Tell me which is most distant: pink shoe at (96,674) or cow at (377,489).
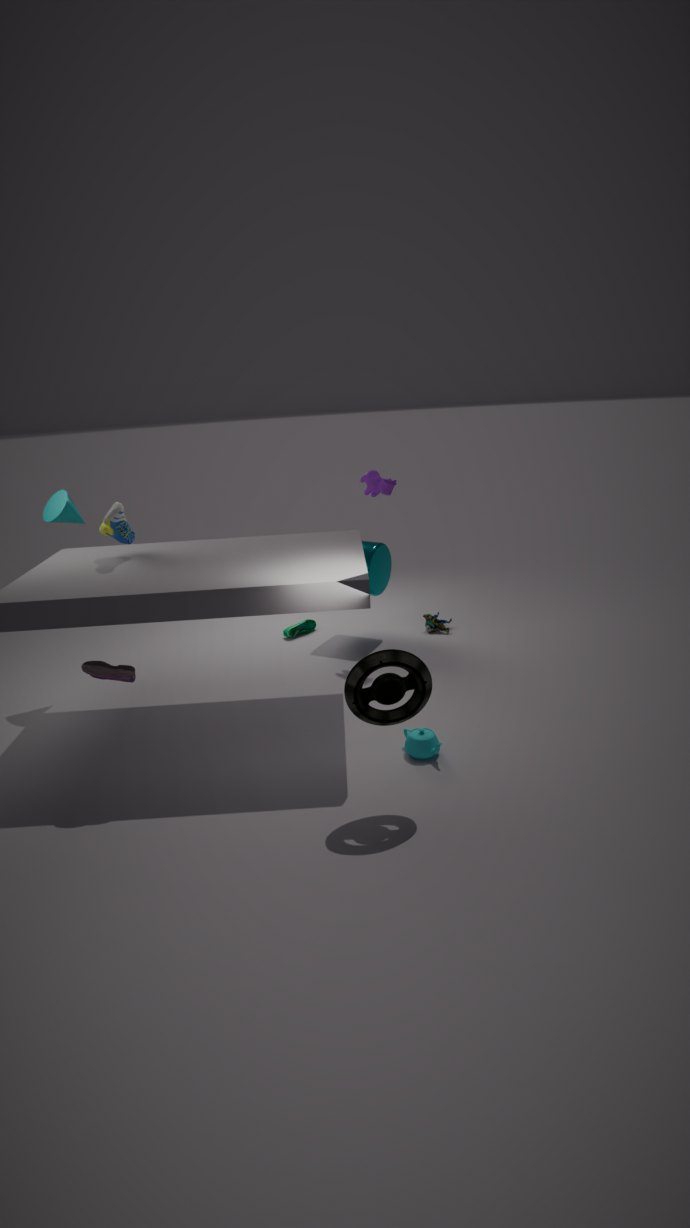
cow at (377,489)
